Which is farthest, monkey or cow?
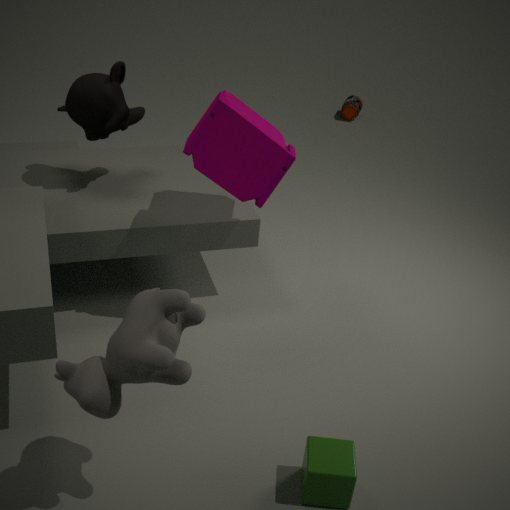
monkey
